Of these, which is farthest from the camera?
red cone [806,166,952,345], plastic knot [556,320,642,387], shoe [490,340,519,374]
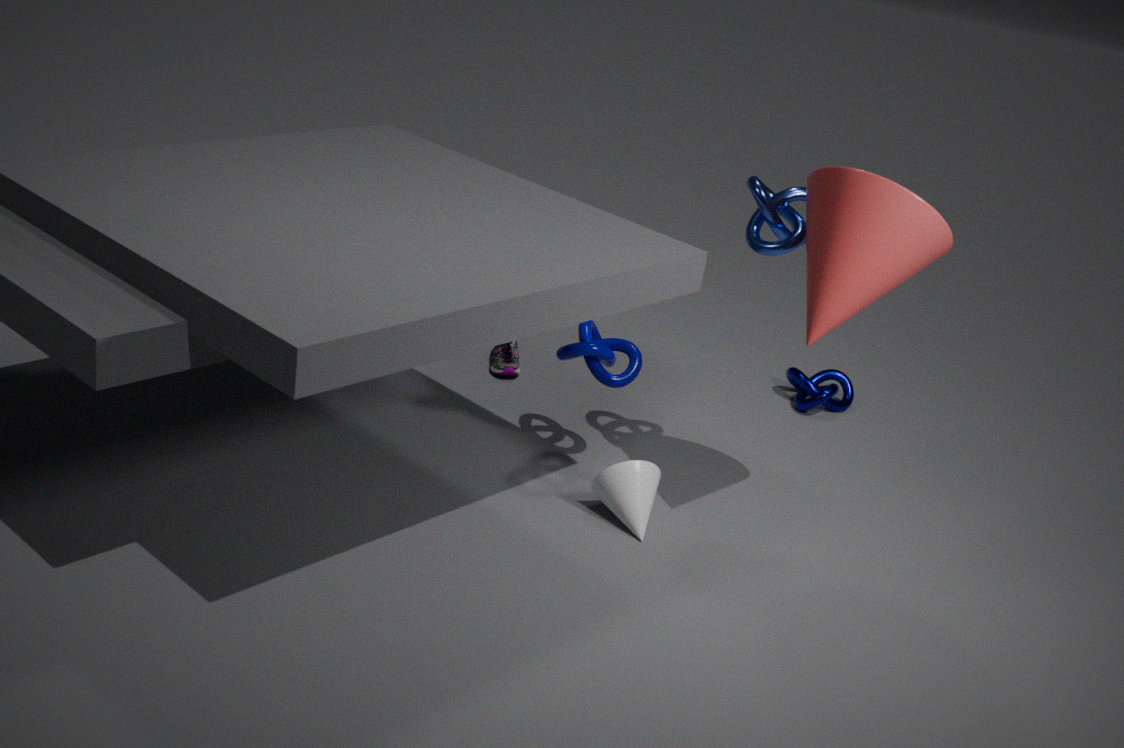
shoe [490,340,519,374]
